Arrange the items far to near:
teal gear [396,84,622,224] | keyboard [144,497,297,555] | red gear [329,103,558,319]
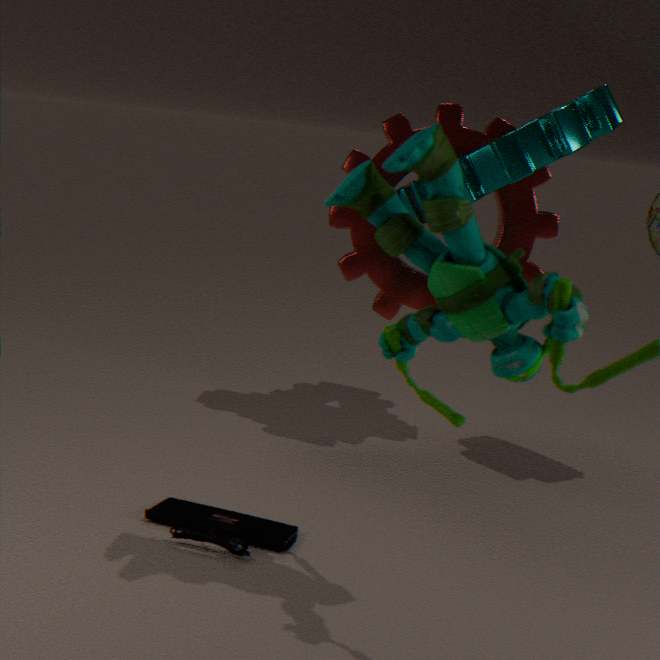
red gear [329,103,558,319], teal gear [396,84,622,224], keyboard [144,497,297,555]
